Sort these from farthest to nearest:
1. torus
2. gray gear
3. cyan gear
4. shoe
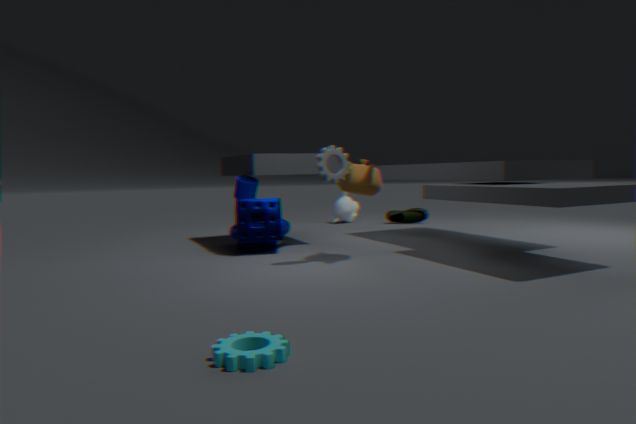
shoe, torus, gray gear, cyan gear
